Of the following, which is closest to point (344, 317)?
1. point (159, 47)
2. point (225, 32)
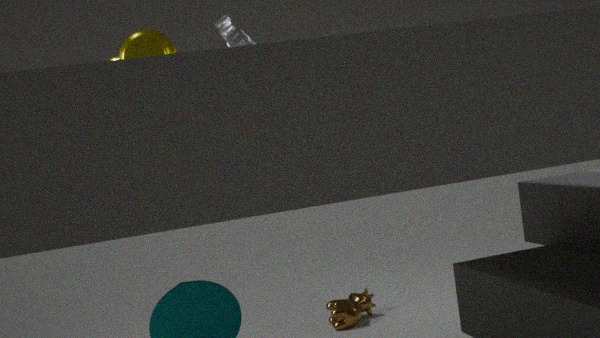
point (225, 32)
